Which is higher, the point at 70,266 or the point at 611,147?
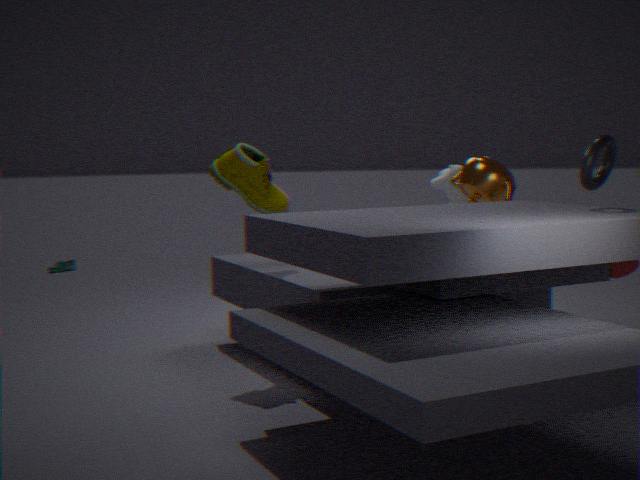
the point at 611,147
